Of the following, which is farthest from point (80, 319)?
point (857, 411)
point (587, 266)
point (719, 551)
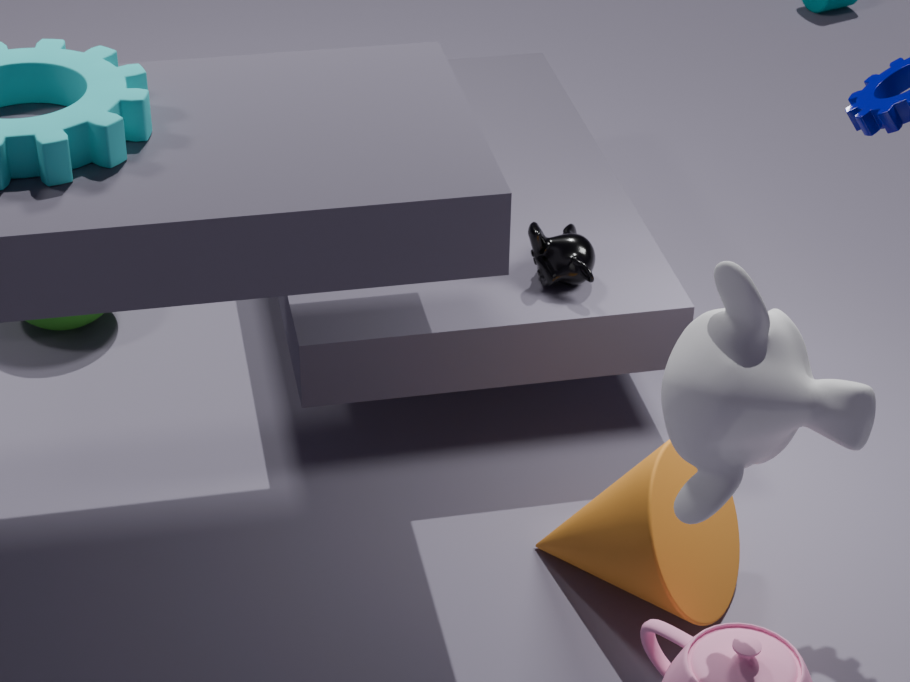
point (857, 411)
